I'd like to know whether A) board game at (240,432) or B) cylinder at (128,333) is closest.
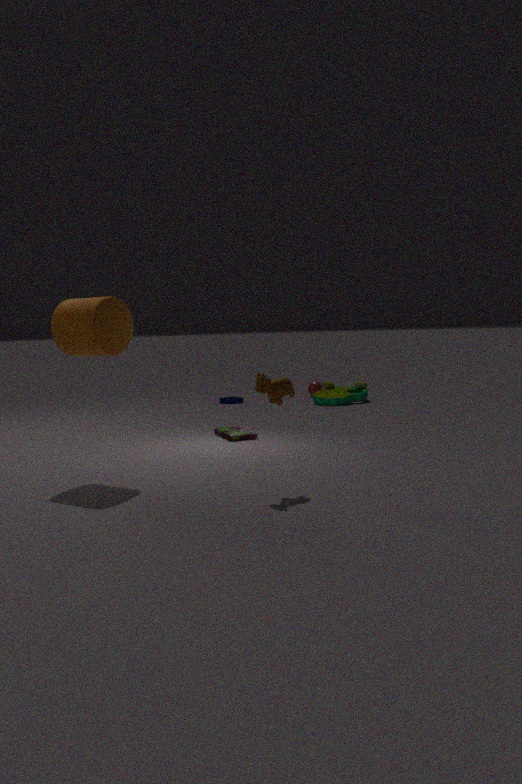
B. cylinder at (128,333)
